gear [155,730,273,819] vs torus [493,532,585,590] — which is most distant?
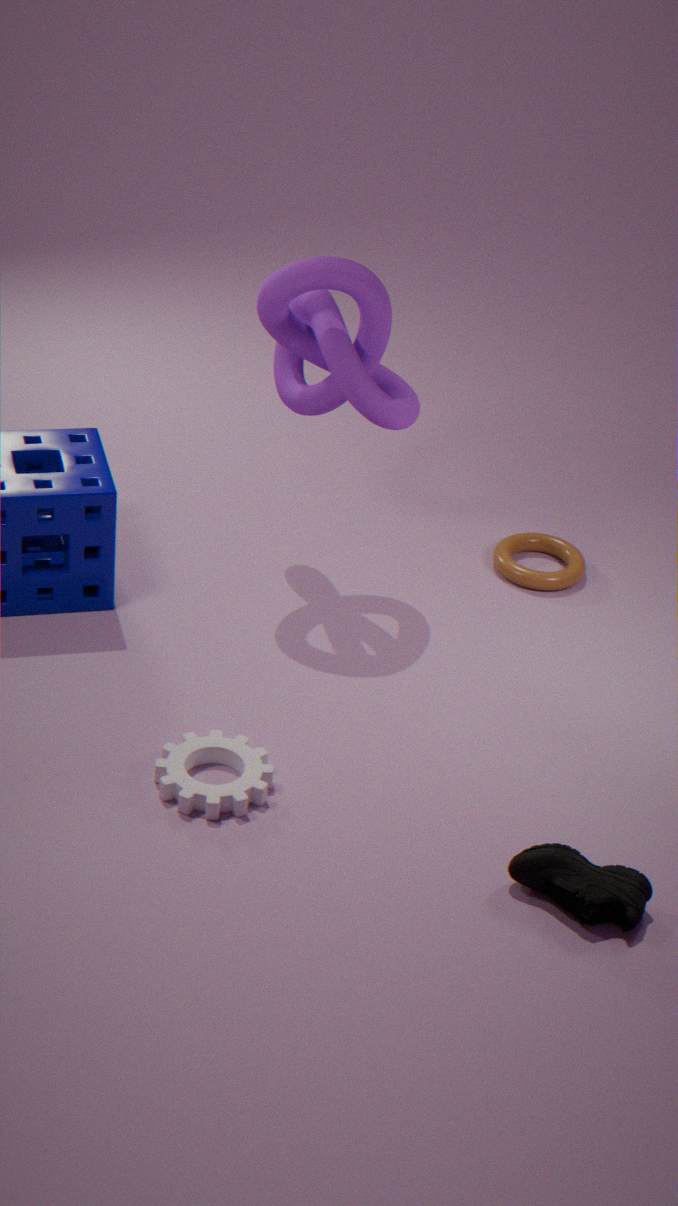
torus [493,532,585,590]
